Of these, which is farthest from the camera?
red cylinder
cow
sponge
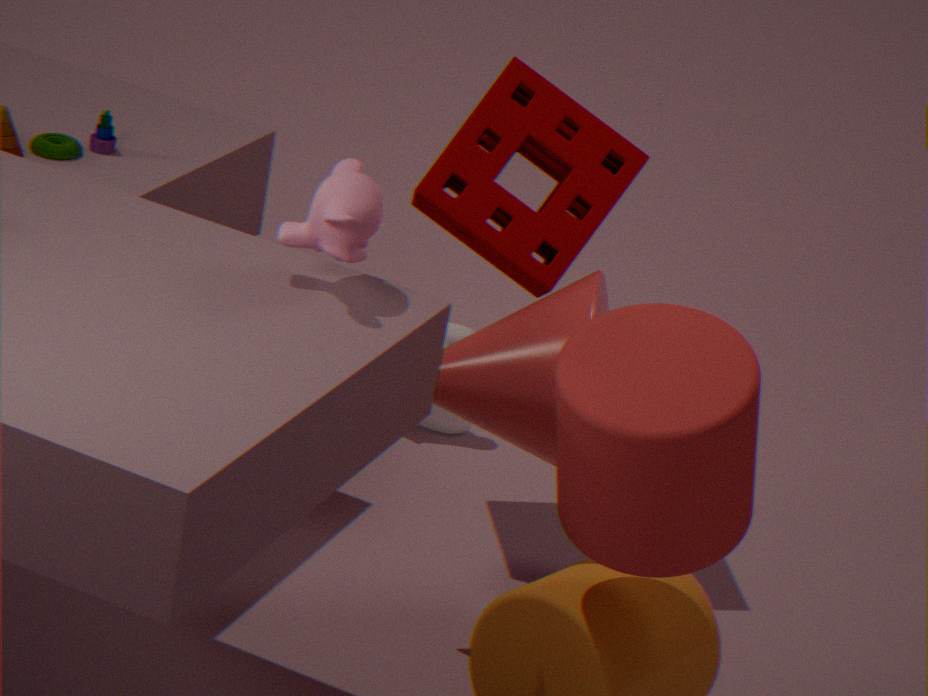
cow
